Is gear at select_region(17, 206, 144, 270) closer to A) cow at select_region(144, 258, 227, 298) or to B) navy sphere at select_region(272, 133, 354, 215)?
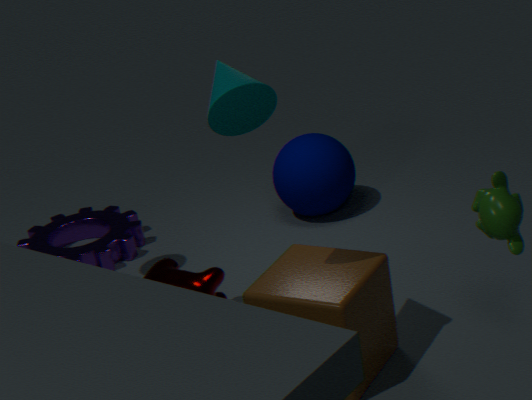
A) cow at select_region(144, 258, 227, 298)
